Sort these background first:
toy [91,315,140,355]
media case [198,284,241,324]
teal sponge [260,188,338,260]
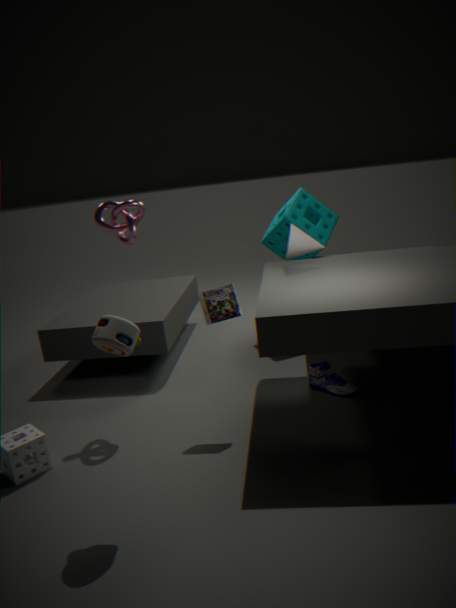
1. teal sponge [260,188,338,260]
2. media case [198,284,241,324]
3. toy [91,315,140,355]
